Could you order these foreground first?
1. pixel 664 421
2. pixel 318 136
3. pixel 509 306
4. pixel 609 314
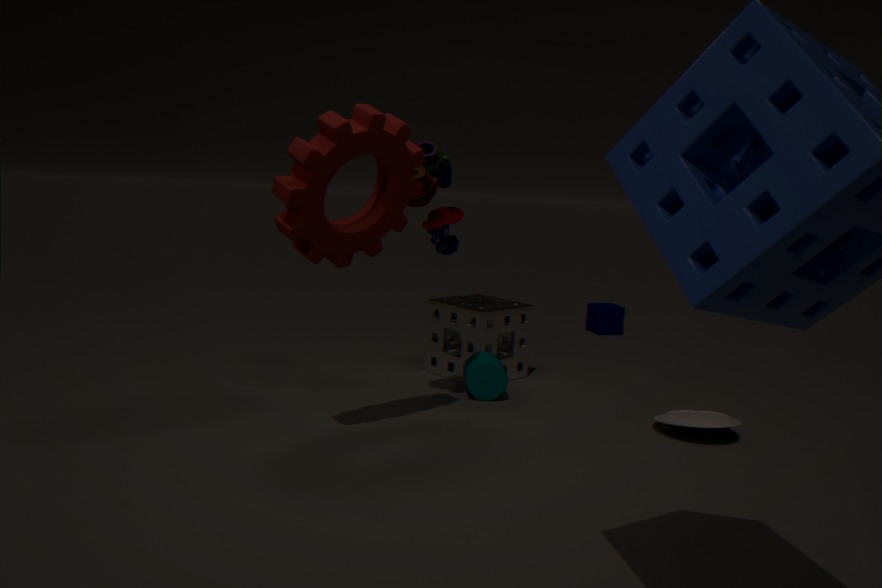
1. pixel 318 136
2. pixel 664 421
3. pixel 509 306
4. pixel 609 314
